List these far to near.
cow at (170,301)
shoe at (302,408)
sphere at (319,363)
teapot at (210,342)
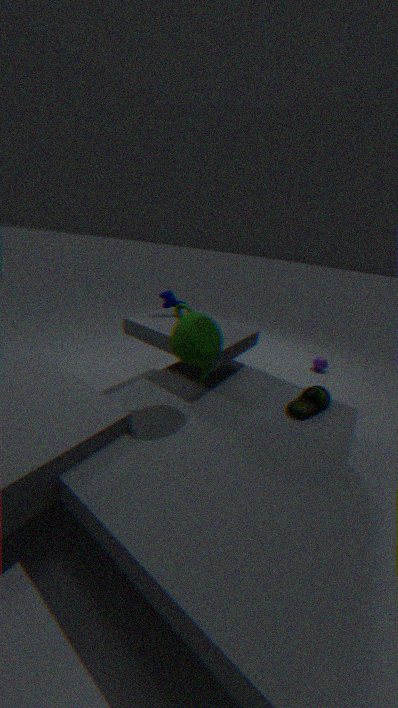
sphere at (319,363) → cow at (170,301) → shoe at (302,408) → teapot at (210,342)
